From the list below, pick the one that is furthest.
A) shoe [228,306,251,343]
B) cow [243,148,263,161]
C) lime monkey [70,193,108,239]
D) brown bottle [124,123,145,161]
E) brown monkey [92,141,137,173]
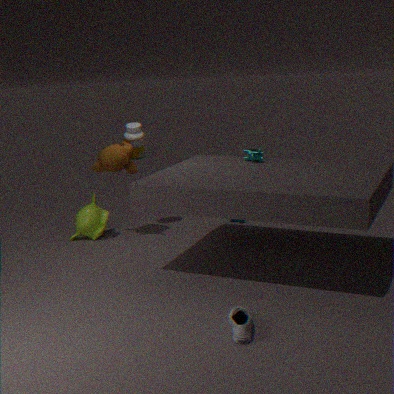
C. lime monkey [70,193,108,239]
